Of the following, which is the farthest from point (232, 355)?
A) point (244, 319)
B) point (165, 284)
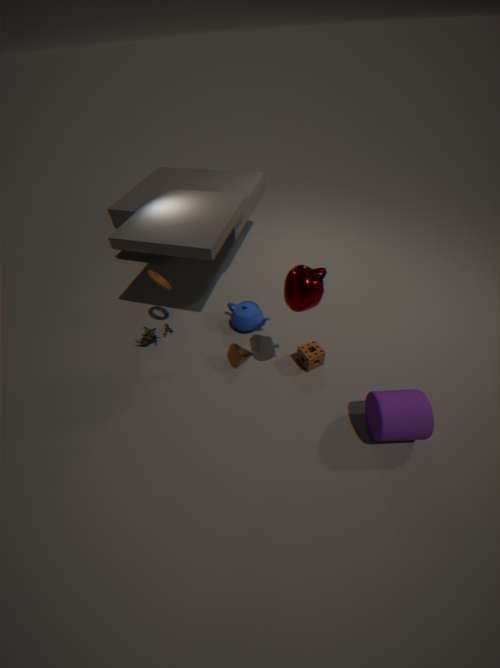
point (165, 284)
